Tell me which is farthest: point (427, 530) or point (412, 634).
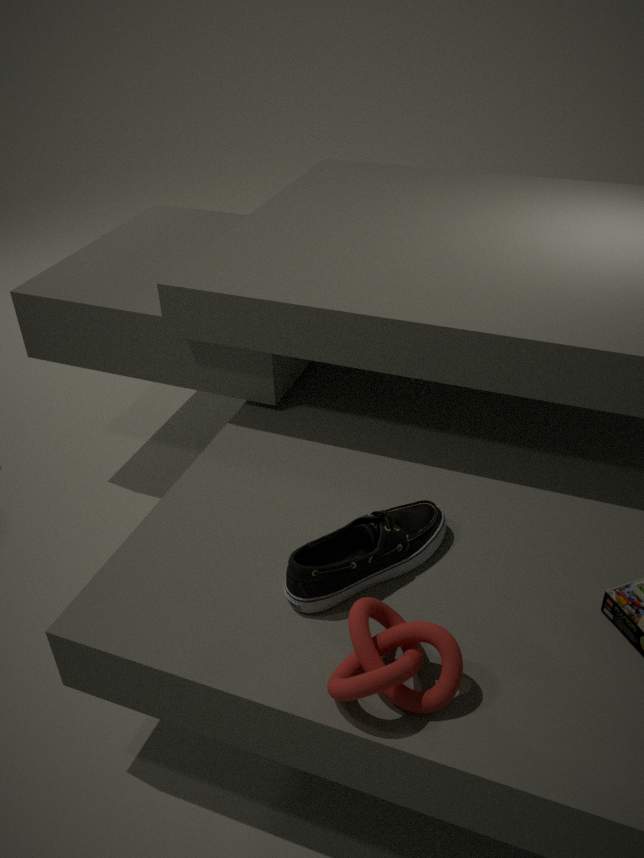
point (427, 530)
